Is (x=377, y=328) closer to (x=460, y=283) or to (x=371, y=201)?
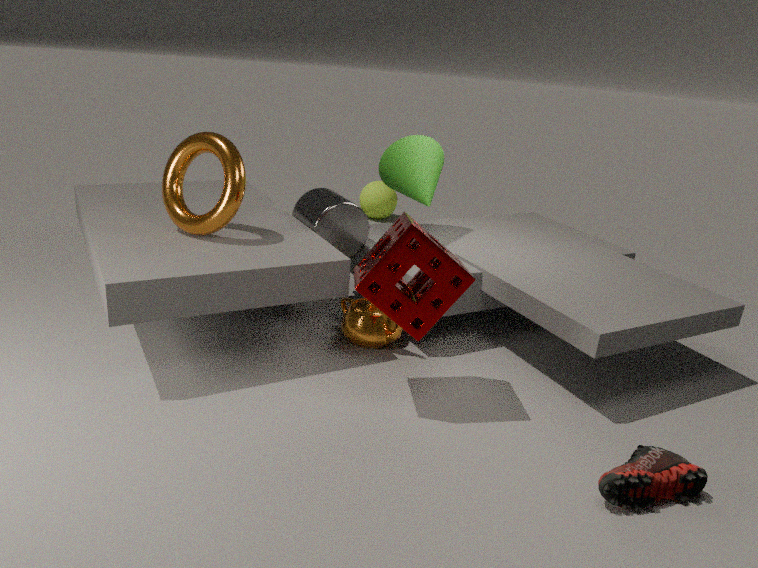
(x=460, y=283)
